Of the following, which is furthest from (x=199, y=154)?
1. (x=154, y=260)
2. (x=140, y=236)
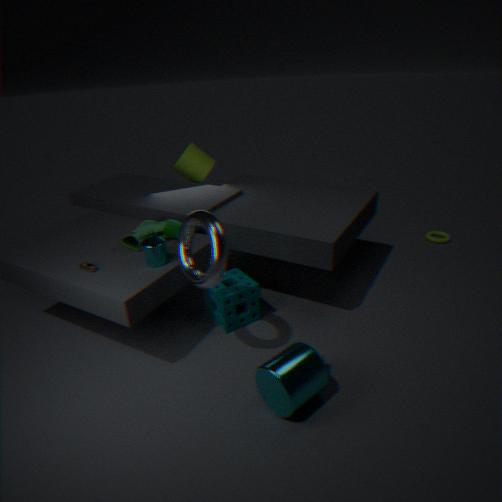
(x=154, y=260)
